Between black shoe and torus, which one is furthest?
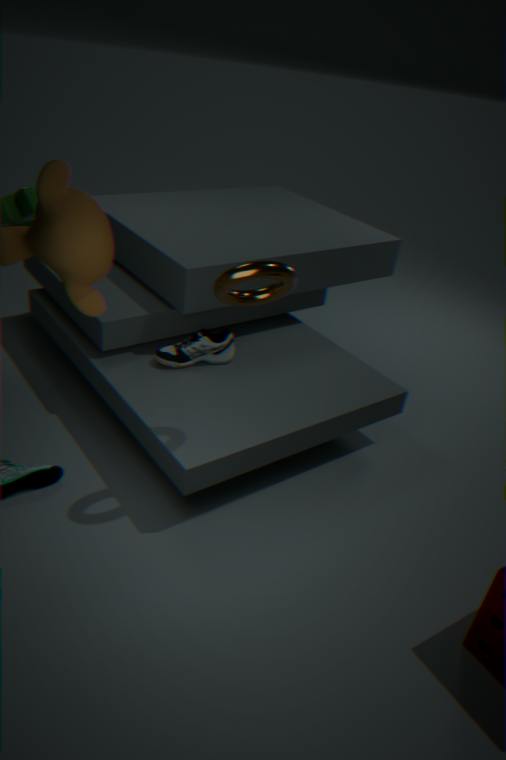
black shoe
